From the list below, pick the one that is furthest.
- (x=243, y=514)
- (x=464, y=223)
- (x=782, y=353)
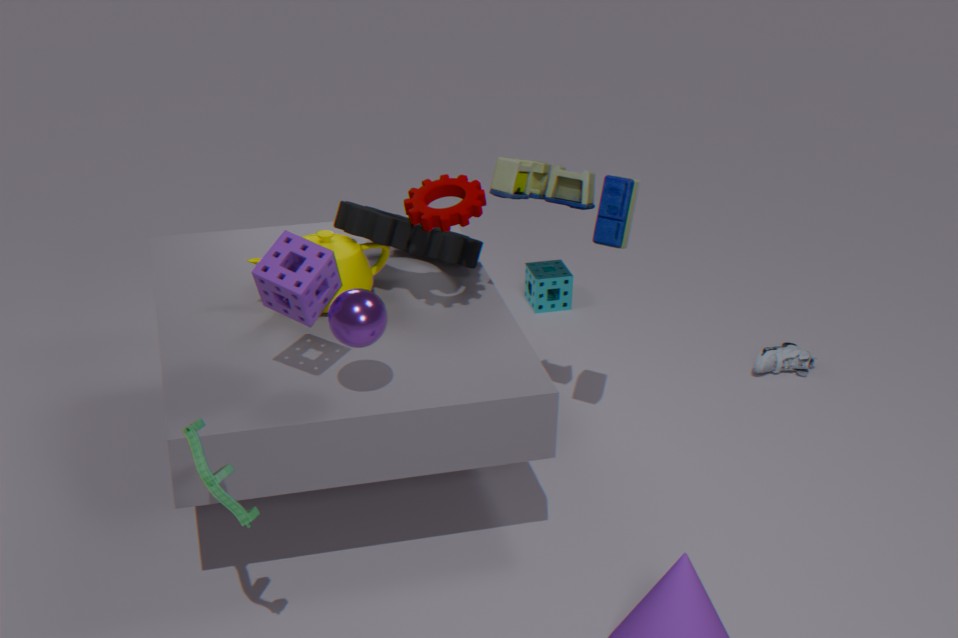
(x=782, y=353)
